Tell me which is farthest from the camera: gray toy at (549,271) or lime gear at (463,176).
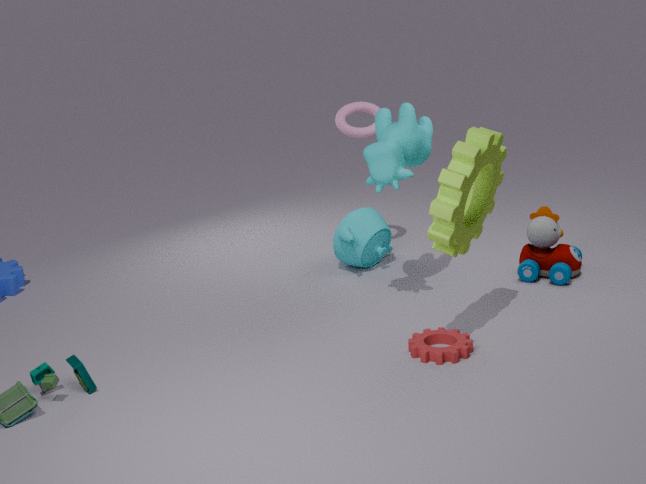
gray toy at (549,271)
